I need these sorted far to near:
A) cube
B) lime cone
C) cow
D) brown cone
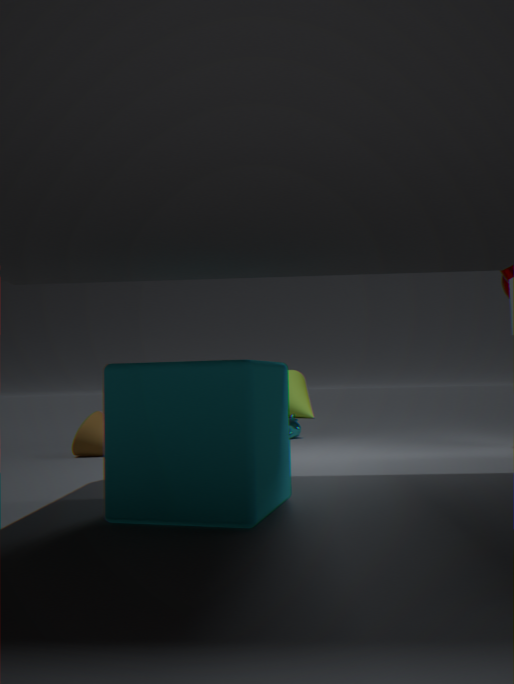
lime cone → cow → brown cone → cube
